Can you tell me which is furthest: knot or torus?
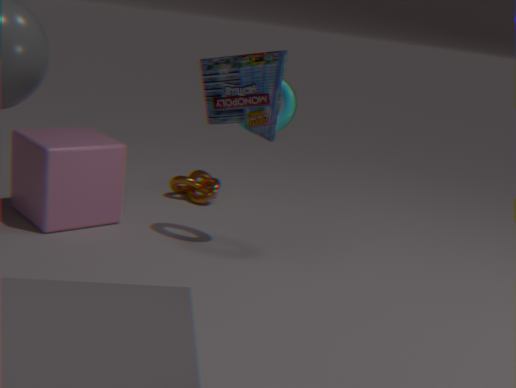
knot
